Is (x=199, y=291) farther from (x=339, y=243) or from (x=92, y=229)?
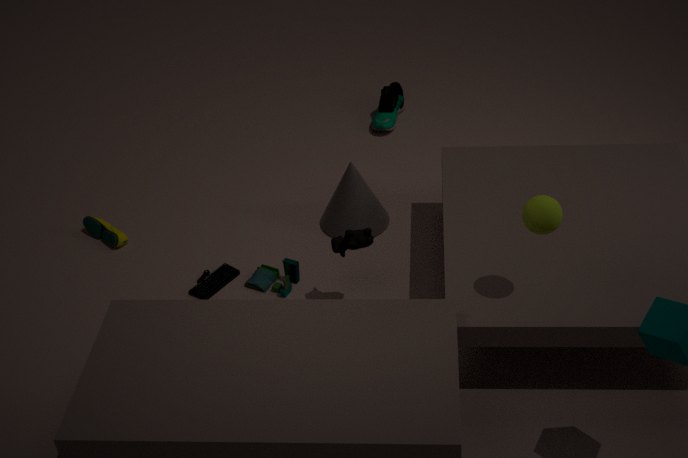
(x=339, y=243)
